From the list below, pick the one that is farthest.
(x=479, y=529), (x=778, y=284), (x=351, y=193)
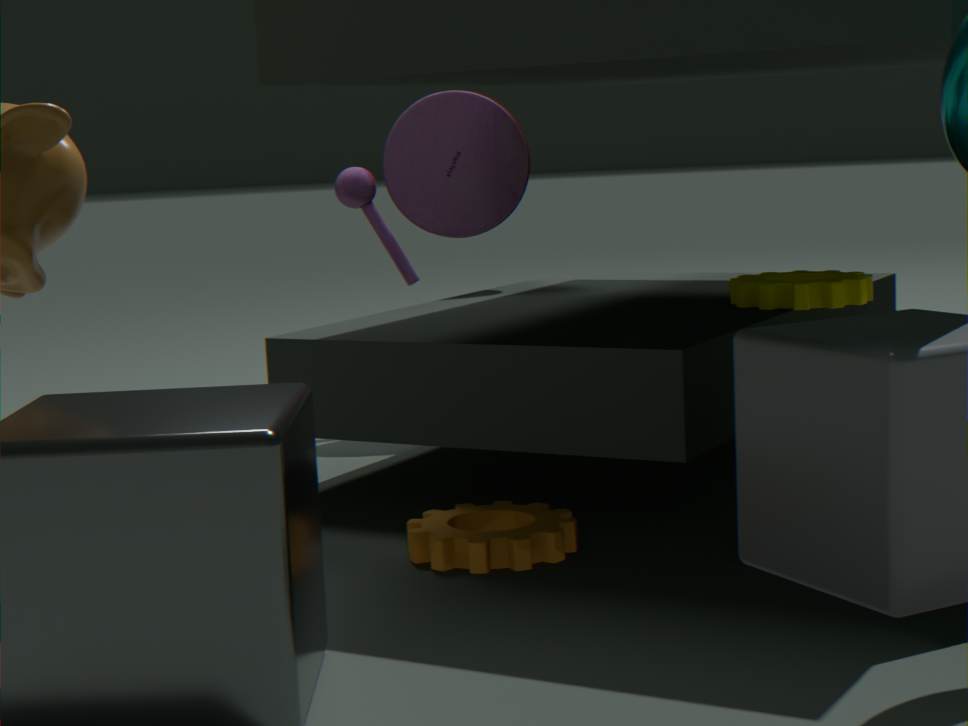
(x=351, y=193)
